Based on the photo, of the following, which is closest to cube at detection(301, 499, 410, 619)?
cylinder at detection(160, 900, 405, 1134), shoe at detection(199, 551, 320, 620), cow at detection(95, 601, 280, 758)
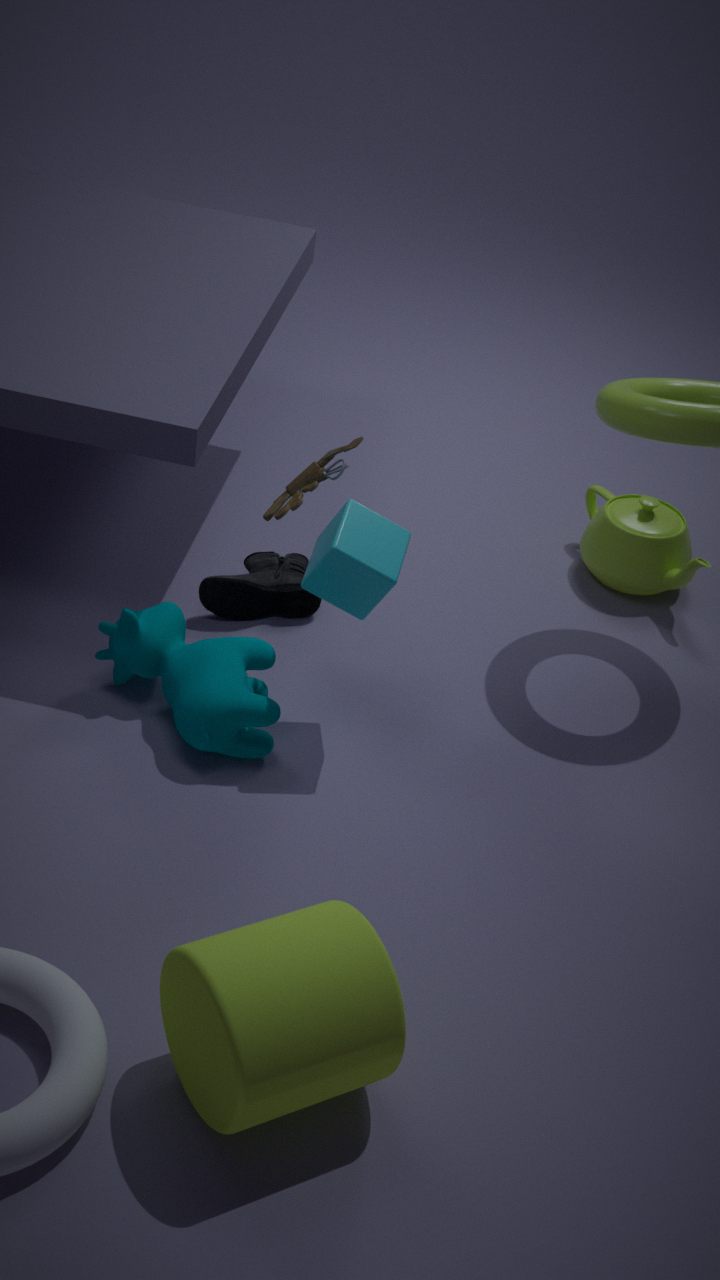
cow at detection(95, 601, 280, 758)
